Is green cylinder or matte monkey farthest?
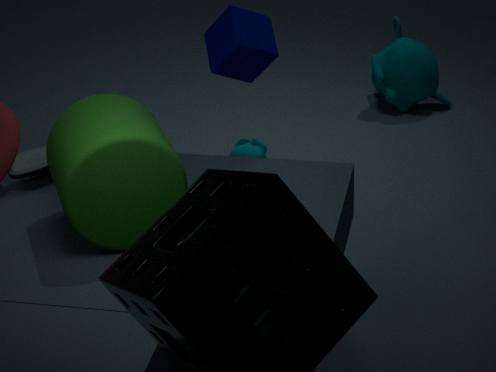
matte monkey
